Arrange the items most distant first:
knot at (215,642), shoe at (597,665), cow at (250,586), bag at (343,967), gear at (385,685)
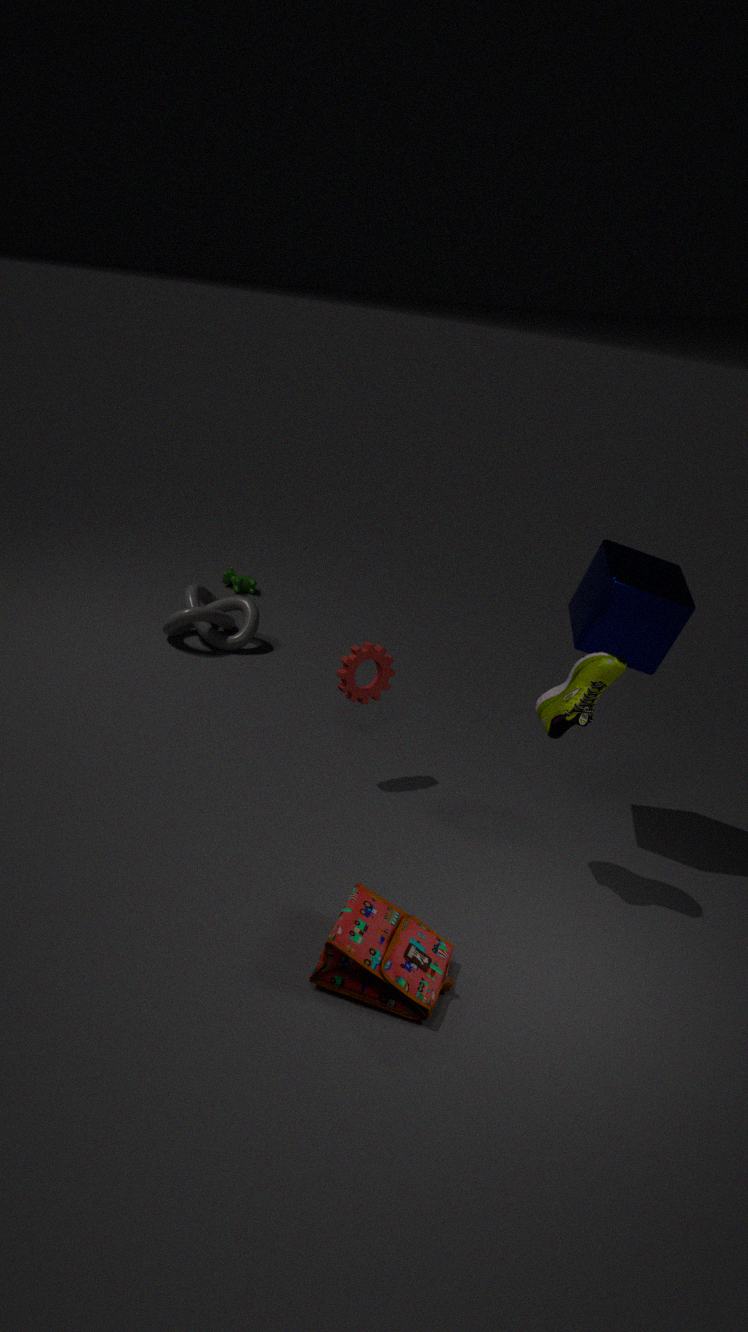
cow at (250,586), knot at (215,642), gear at (385,685), shoe at (597,665), bag at (343,967)
